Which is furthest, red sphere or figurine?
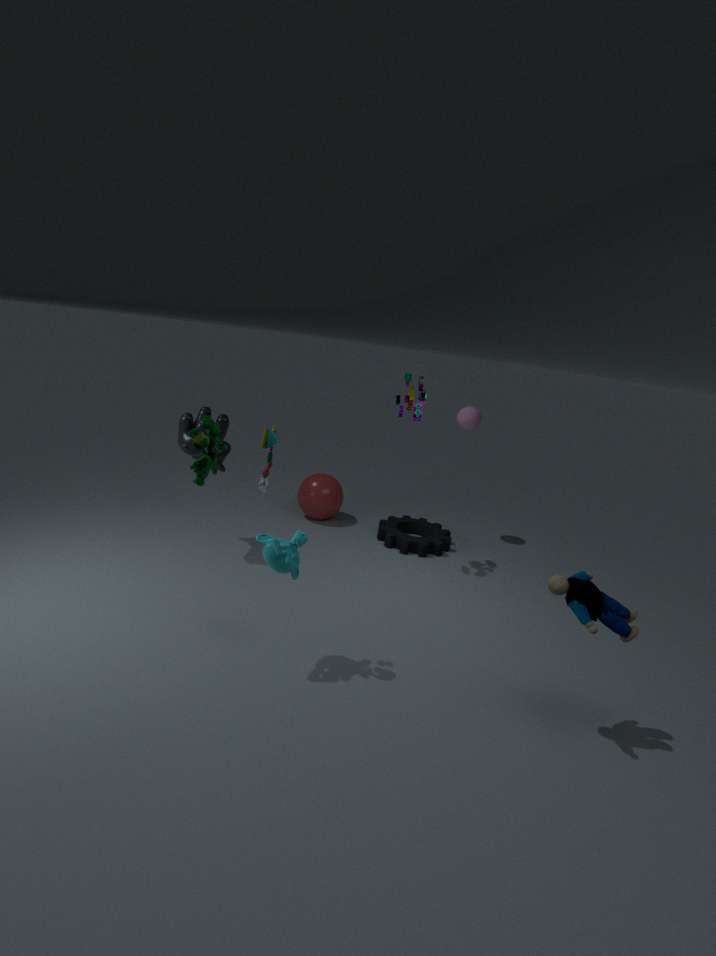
red sphere
